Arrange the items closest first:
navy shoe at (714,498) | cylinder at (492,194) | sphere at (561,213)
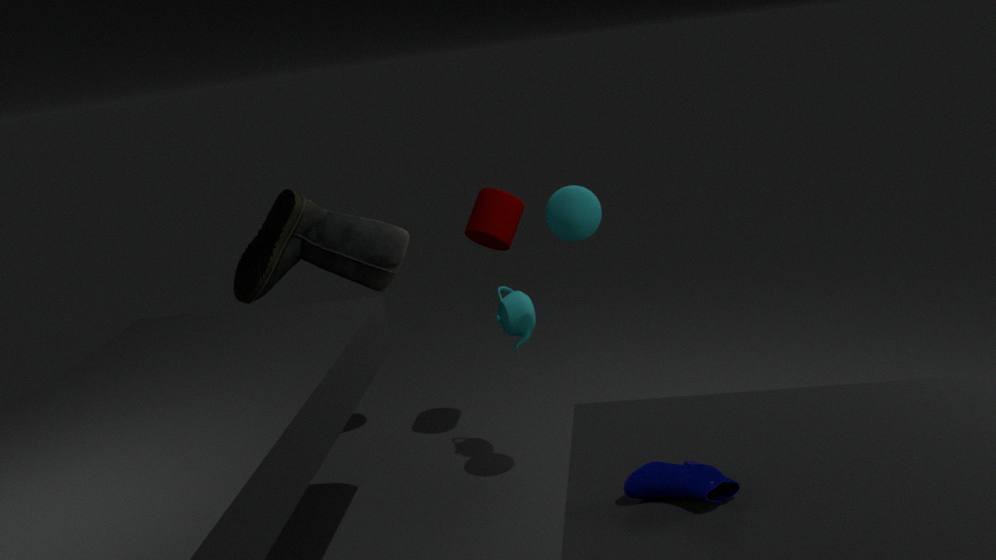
navy shoe at (714,498) < sphere at (561,213) < cylinder at (492,194)
